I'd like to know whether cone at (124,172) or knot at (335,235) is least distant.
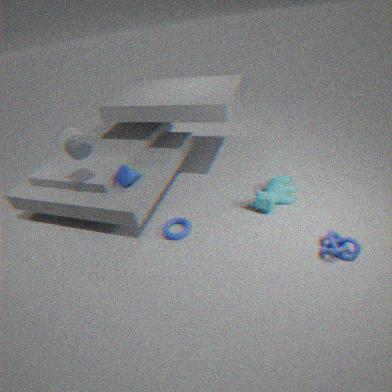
knot at (335,235)
